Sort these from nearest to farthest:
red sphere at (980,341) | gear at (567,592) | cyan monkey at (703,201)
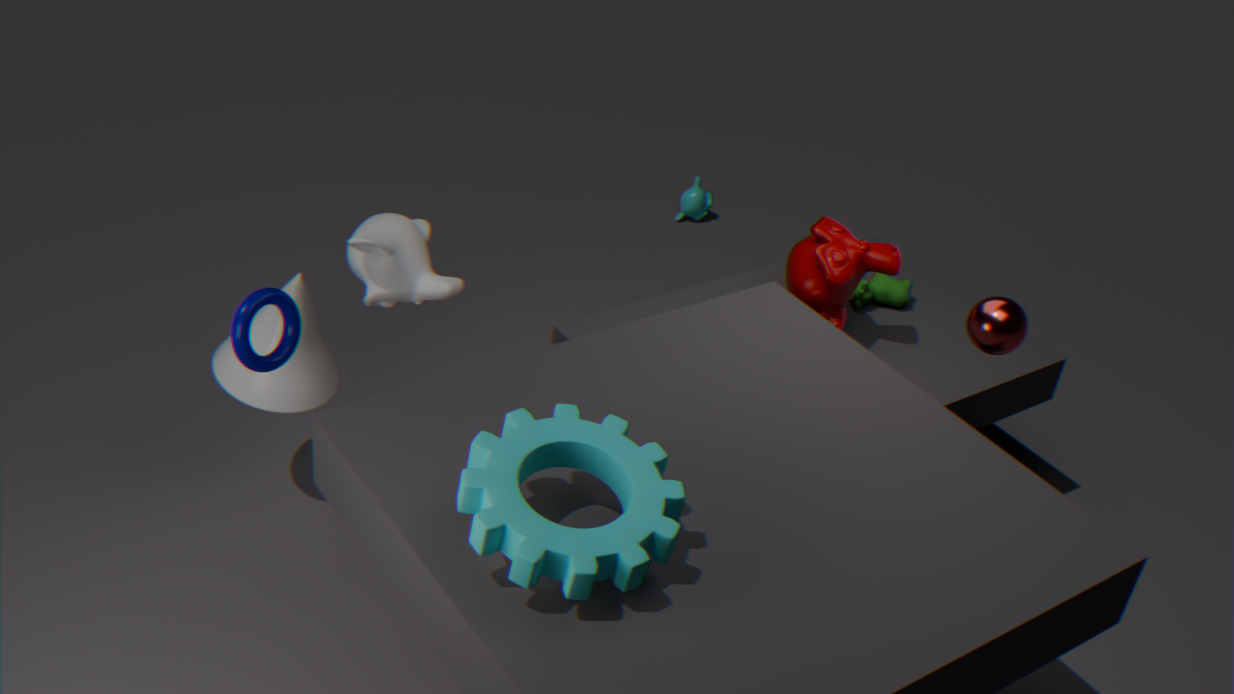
1. gear at (567,592)
2. red sphere at (980,341)
3. cyan monkey at (703,201)
